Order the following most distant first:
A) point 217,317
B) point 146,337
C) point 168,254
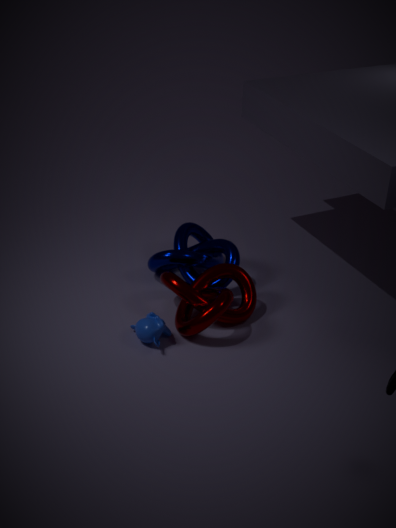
point 168,254 → point 146,337 → point 217,317
